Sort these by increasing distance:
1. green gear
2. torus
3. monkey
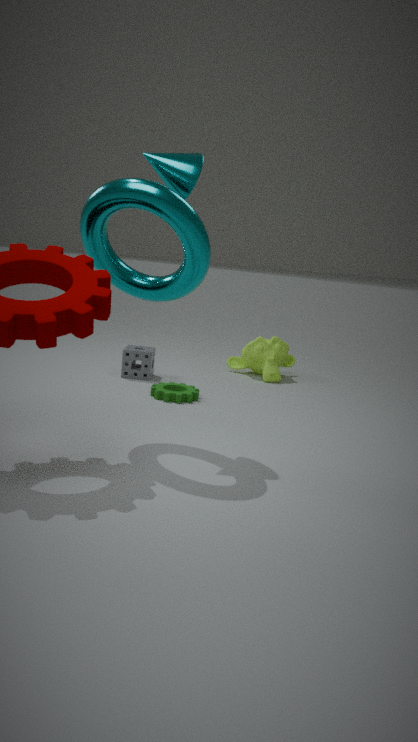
torus → green gear → monkey
